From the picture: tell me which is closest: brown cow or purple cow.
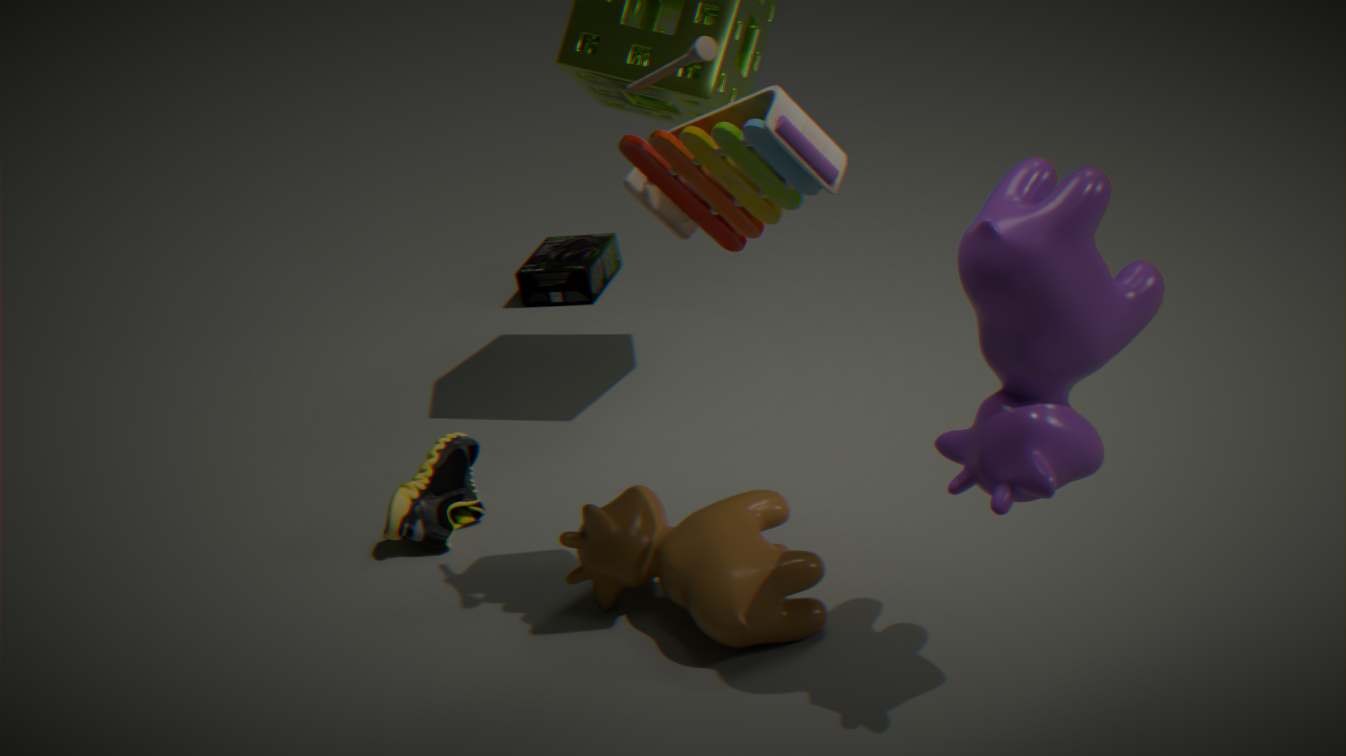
purple cow
